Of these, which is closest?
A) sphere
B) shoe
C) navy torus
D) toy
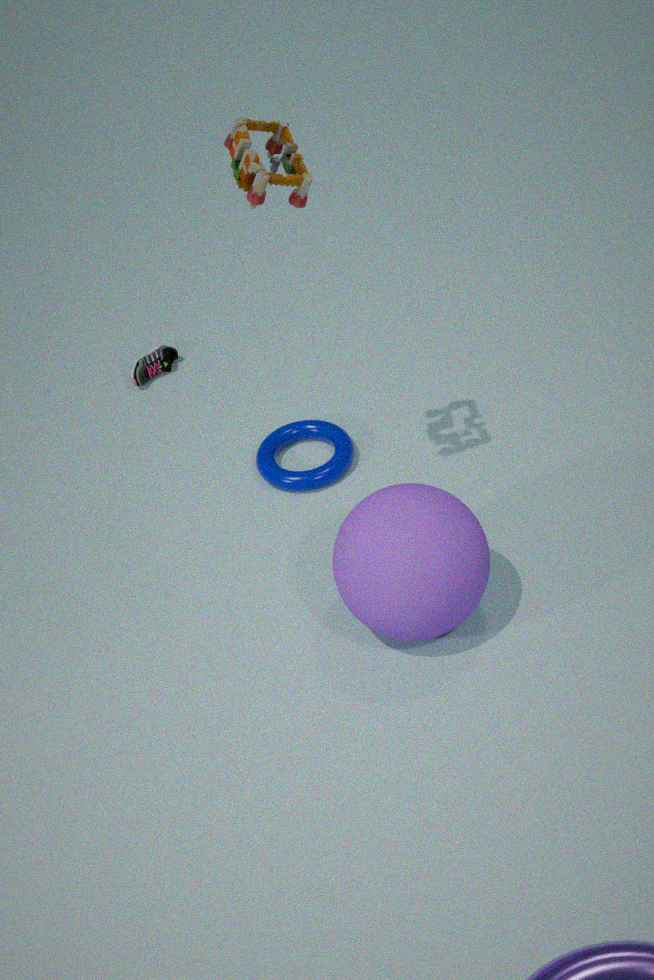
toy
